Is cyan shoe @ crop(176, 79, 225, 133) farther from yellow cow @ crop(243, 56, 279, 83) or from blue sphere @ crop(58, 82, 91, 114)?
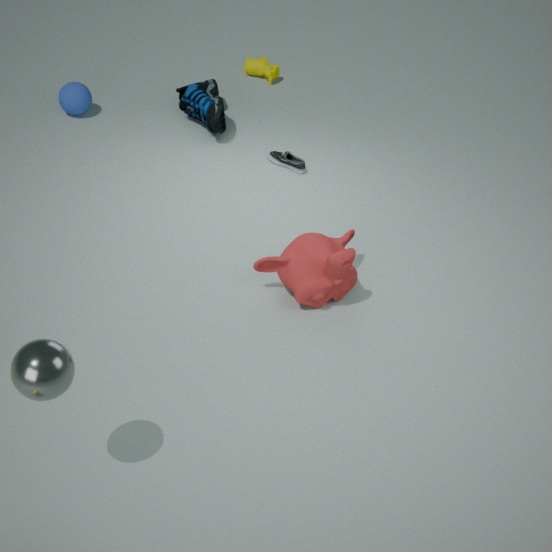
blue sphere @ crop(58, 82, 91, 114)
